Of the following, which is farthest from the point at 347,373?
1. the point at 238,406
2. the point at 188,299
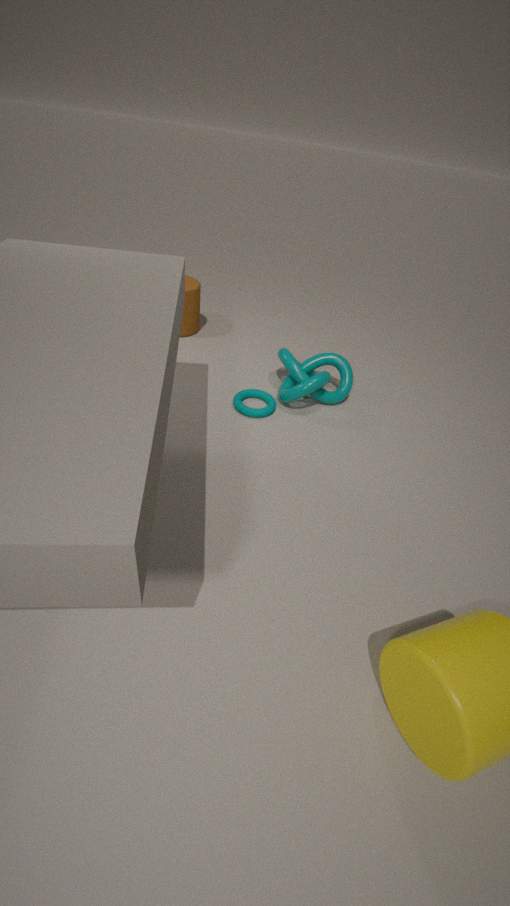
the point at 188,299
